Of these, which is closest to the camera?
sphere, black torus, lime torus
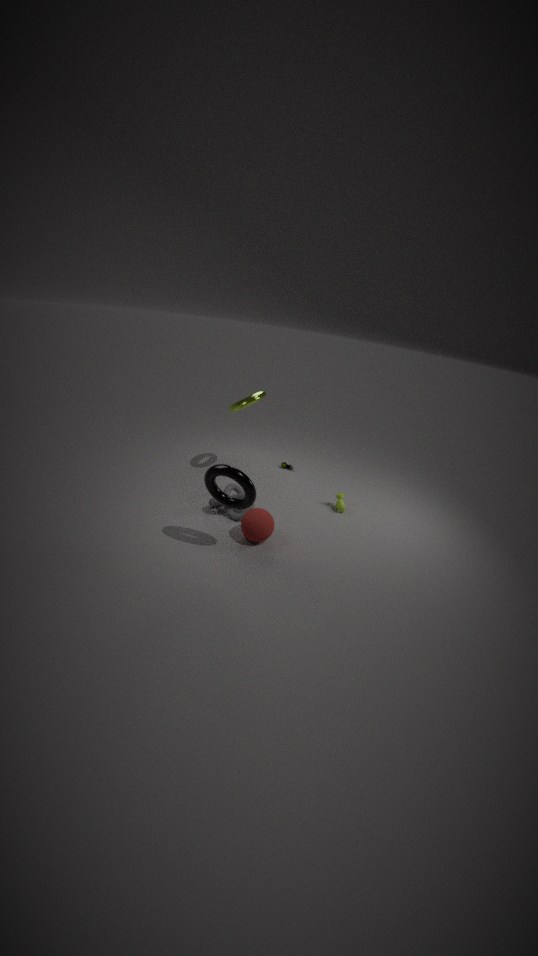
black torus
